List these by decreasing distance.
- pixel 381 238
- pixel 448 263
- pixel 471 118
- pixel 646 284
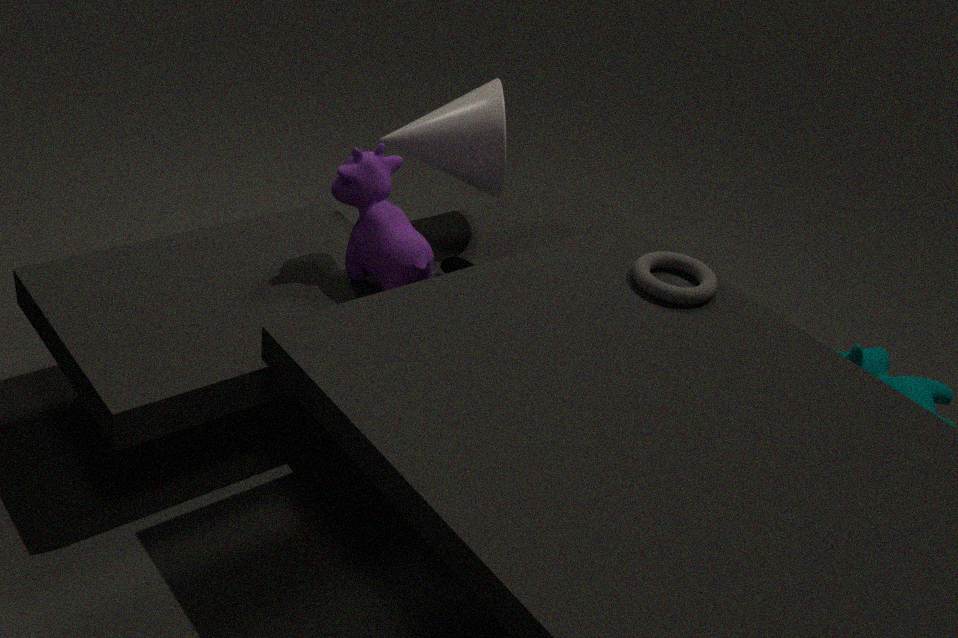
pixel 471 118, pixel 448 263, pixel 381 238, pixel 646 284
